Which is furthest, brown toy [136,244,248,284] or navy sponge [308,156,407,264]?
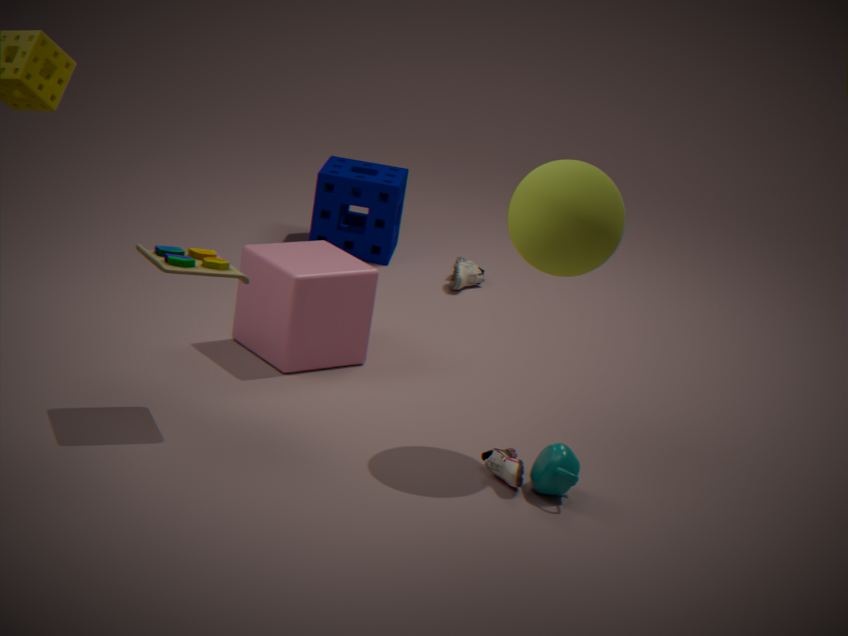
navy sponge [308,156,407,264]
